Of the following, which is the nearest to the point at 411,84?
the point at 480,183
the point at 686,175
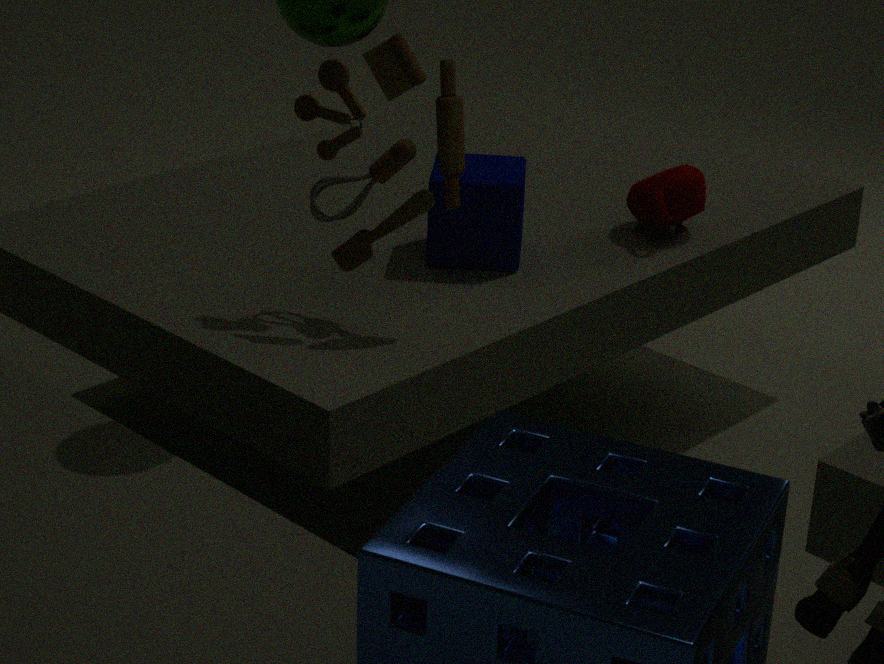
the point at 480,183
